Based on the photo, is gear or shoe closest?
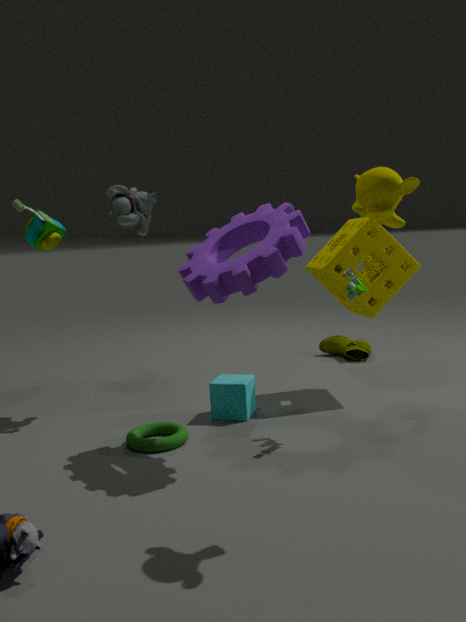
gear
